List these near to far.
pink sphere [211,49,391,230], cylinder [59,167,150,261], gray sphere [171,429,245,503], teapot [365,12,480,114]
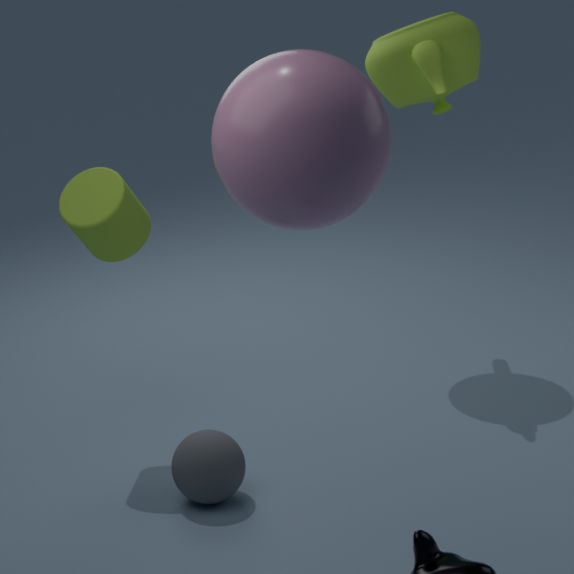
pink sphere [211,49,391,230], gray sphere [171,429,245,503], cylinder [59,167,150,261], teapot [365,12,480,114]
